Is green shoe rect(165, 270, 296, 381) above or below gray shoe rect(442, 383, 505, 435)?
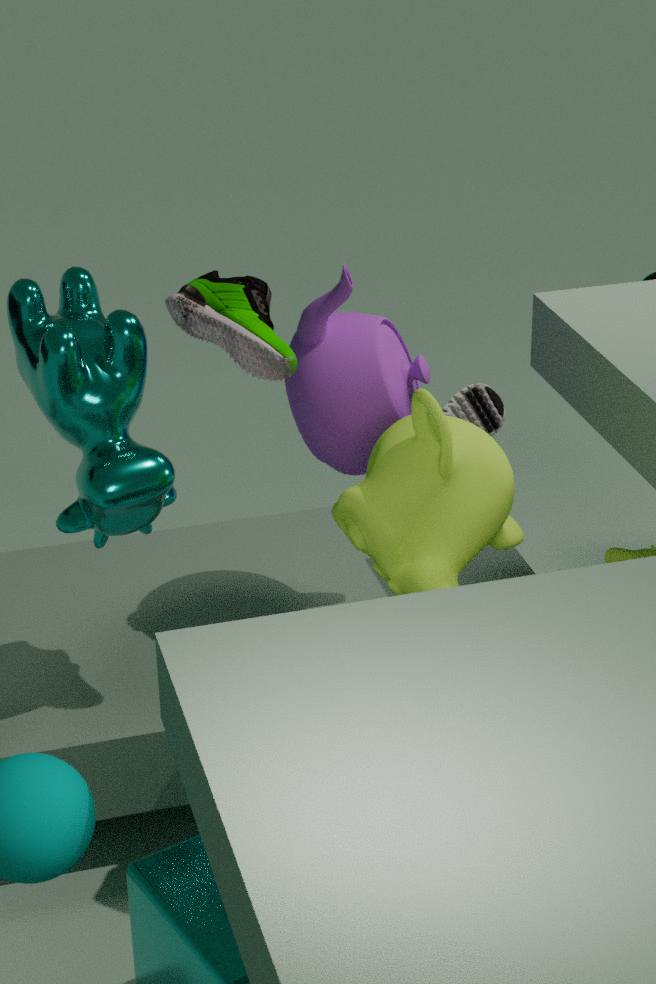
above
